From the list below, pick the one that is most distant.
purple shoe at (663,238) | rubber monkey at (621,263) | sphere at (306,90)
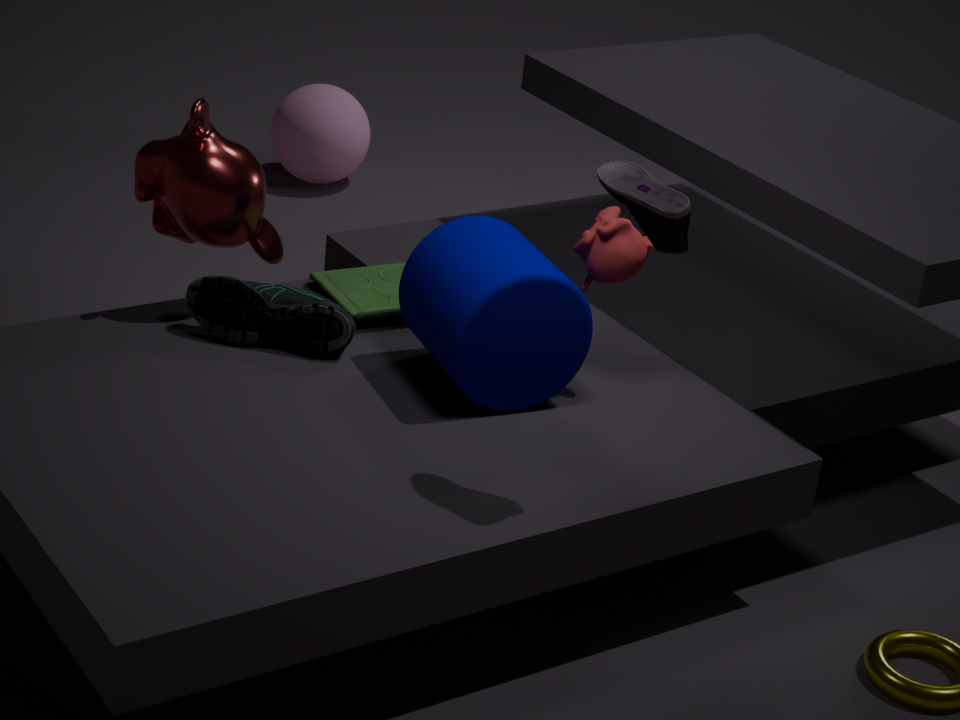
sphere at (306,90)
